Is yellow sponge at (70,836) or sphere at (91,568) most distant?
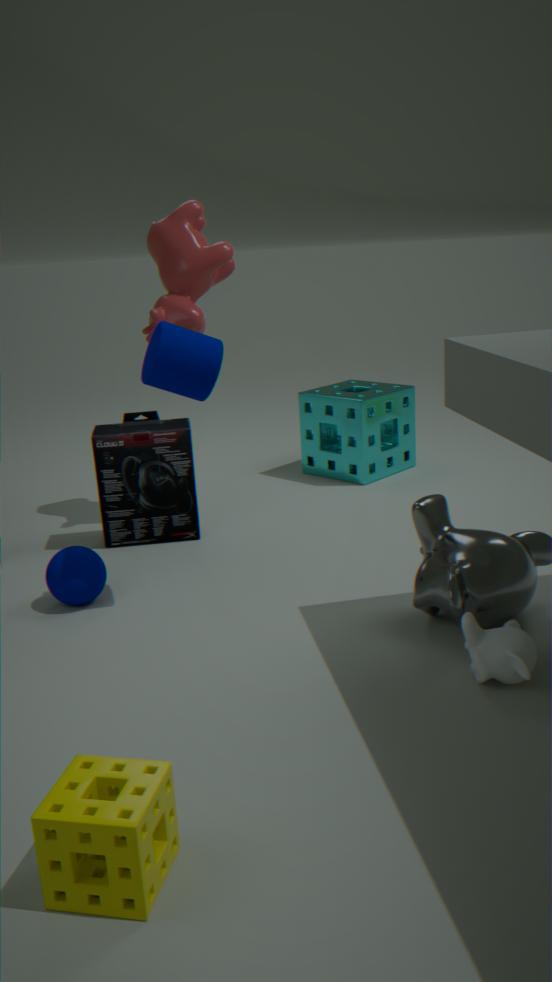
sphere at (91,568)
